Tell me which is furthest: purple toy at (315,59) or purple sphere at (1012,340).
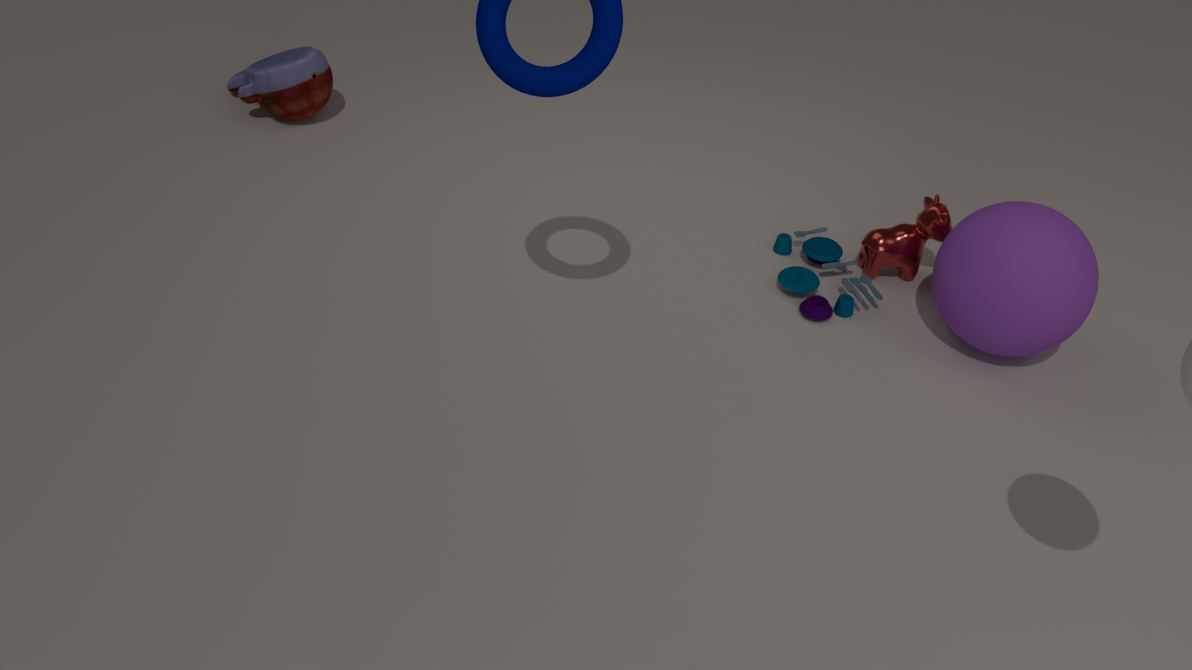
purple toy at (315,59)
